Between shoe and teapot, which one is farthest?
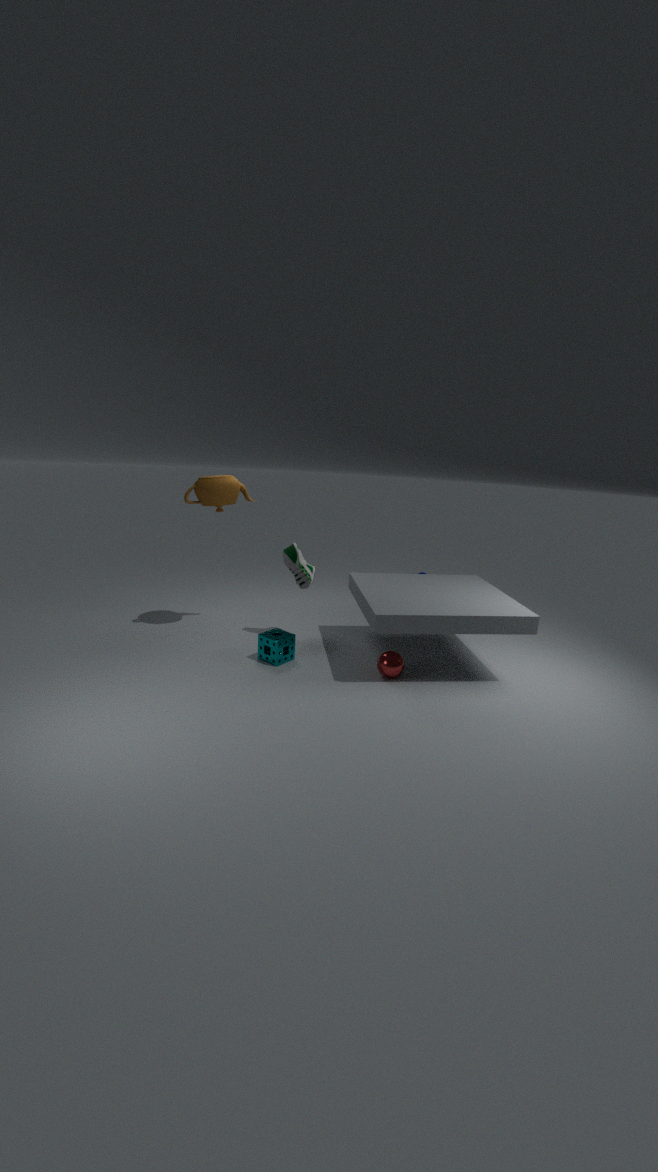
shoe
